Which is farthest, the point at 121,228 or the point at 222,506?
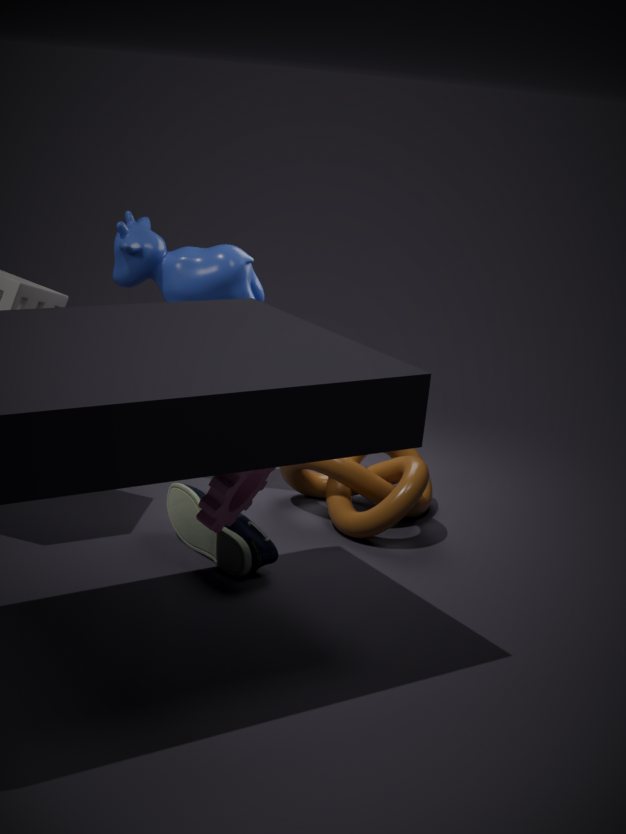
the point at 121,228
